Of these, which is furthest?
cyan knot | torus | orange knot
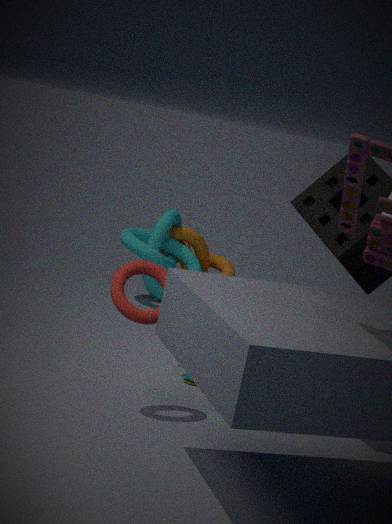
orange knot
